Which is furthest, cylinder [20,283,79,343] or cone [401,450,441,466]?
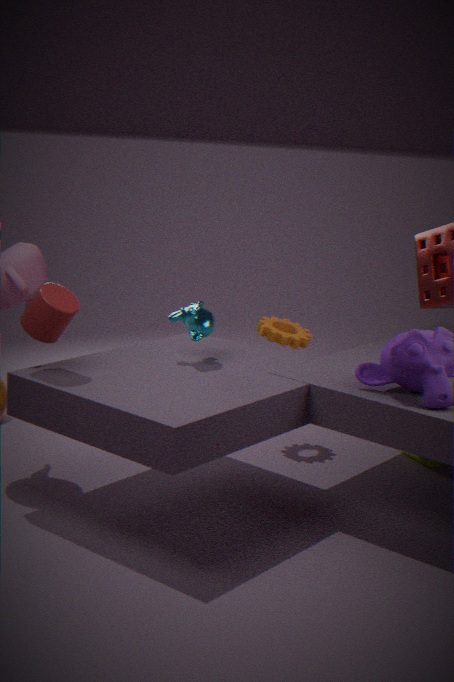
cone [401,450,441,466]
